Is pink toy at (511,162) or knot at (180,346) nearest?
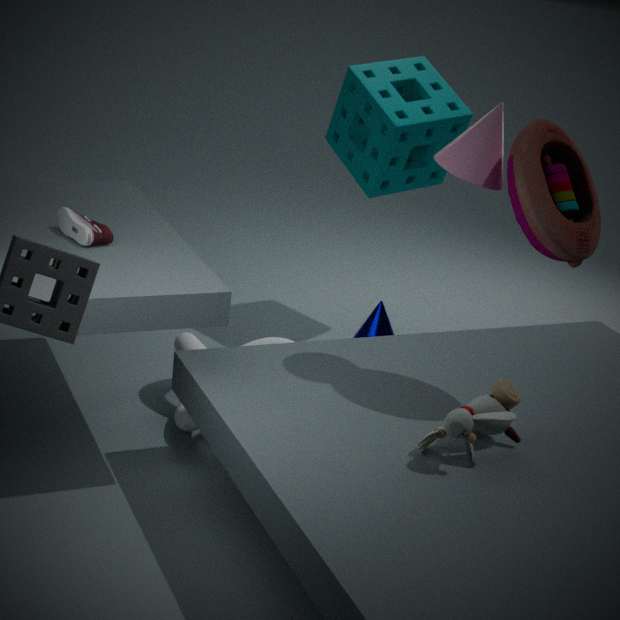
pink toy at (511,162)
